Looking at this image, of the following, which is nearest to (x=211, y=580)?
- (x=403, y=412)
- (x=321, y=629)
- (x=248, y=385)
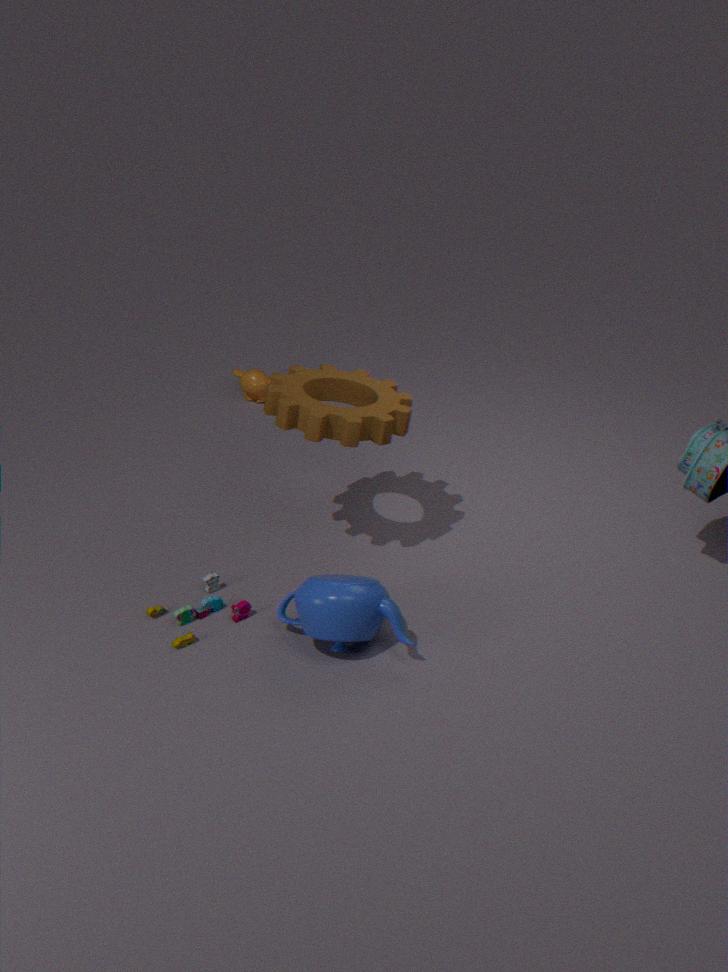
(x=321, y=629)
